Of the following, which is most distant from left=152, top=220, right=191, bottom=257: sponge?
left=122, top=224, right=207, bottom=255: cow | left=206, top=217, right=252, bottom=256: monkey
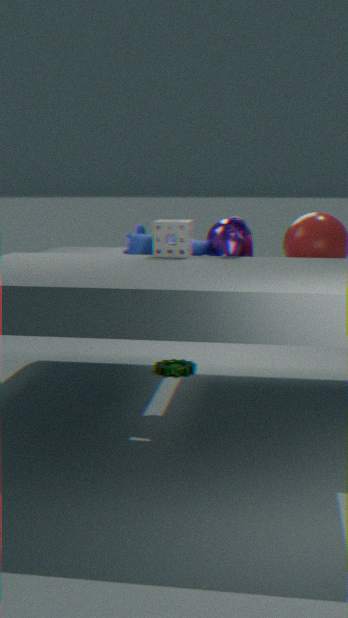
left=206, top=217, right=252, bottom=256: monkey
